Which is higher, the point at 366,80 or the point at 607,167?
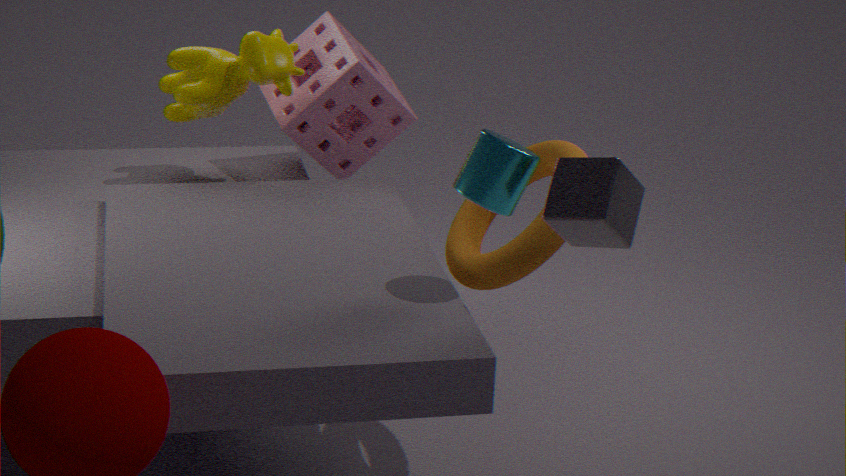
the point at 607,167
